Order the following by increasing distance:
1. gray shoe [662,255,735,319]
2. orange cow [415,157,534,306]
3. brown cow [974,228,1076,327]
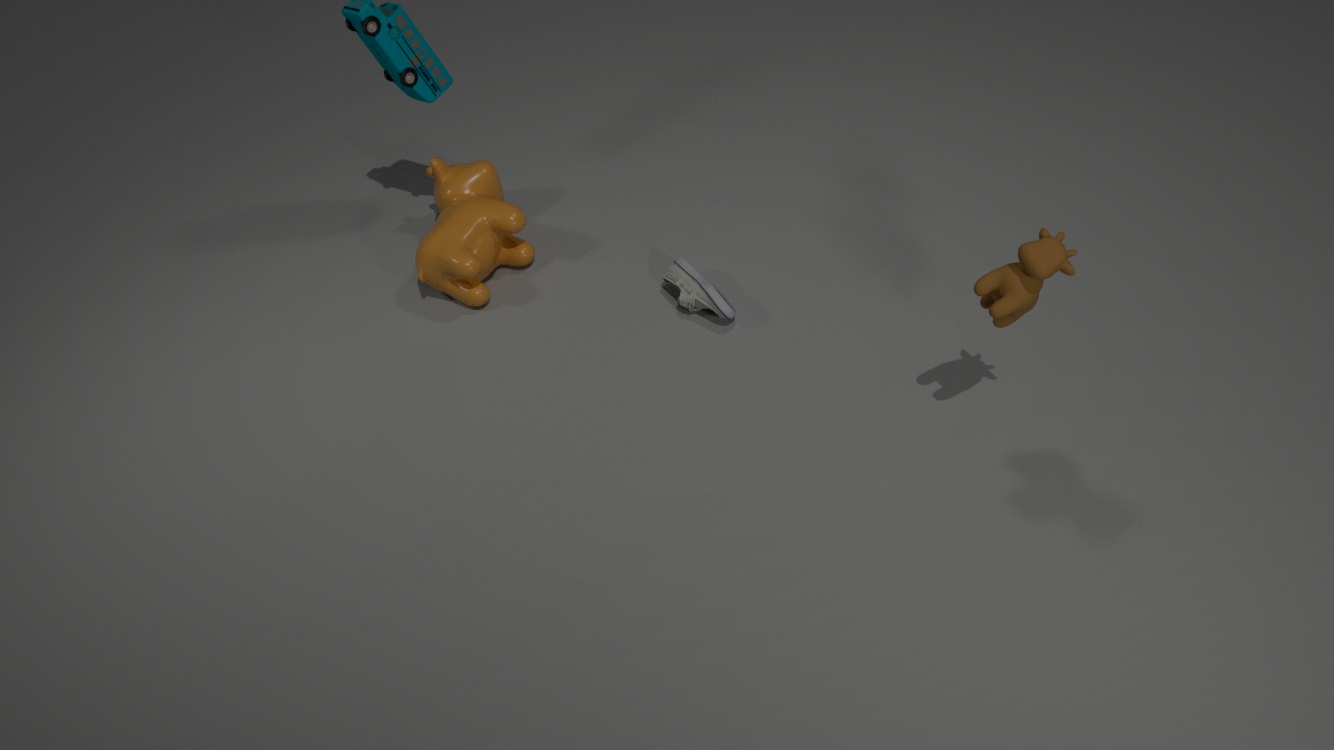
brown cow [974,228,1076,327] → gray shoe [662,255,735,319] → orange cow [415,157,534,306]
